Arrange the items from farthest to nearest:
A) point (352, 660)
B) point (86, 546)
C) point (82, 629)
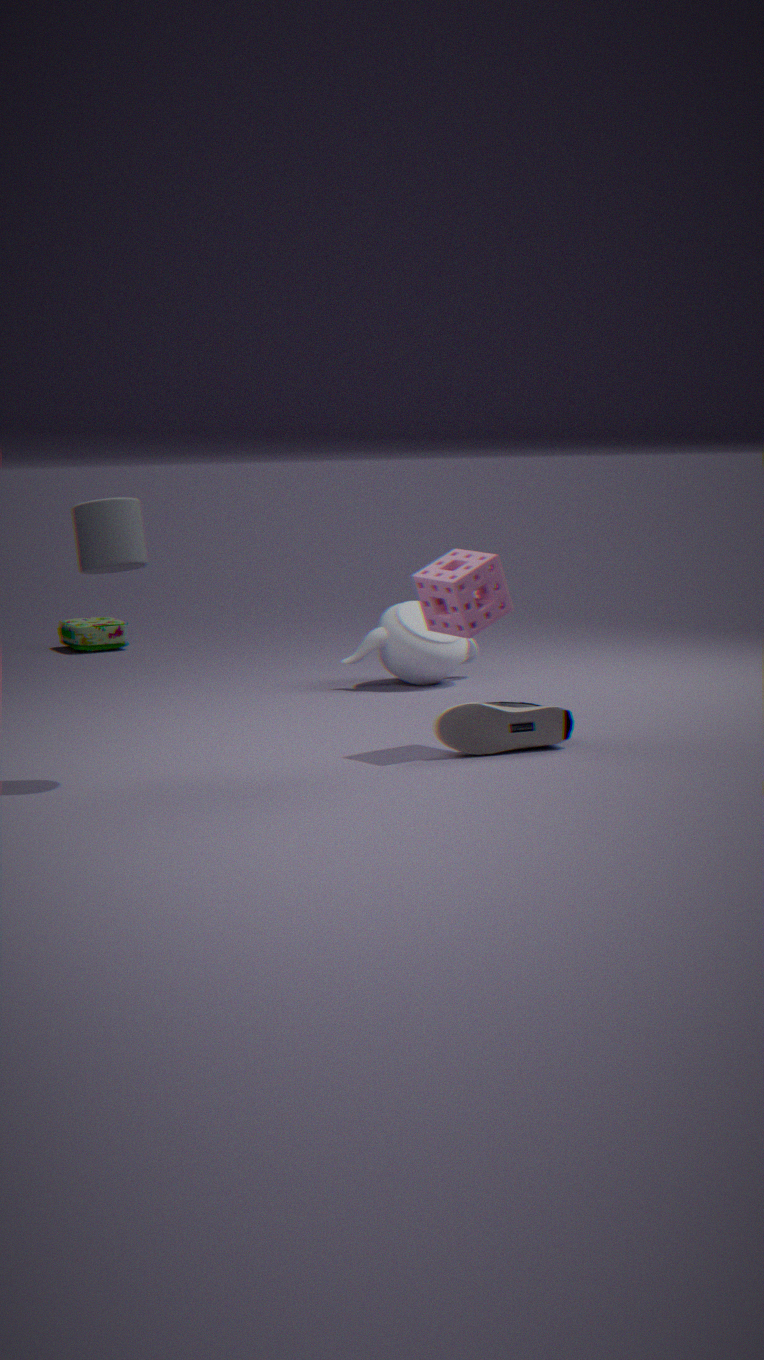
1. point (82, 629)
2. point (352, 660)
3. point (86, 546)
